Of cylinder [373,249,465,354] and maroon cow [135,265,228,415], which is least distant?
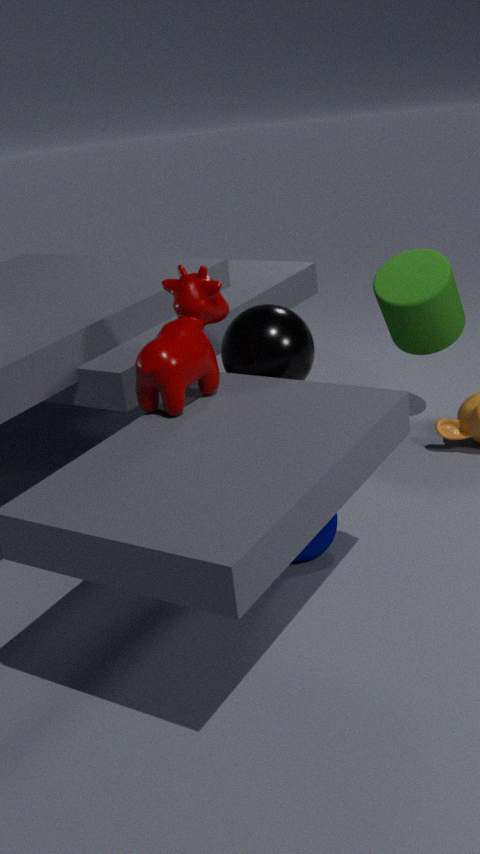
maroon cow [135,265,228,415]
